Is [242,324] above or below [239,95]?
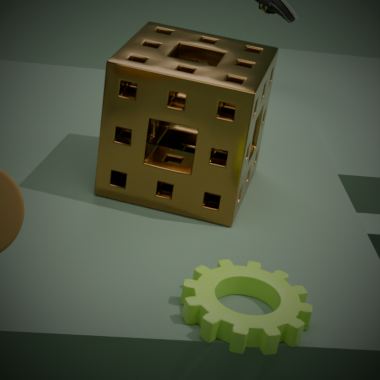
below
